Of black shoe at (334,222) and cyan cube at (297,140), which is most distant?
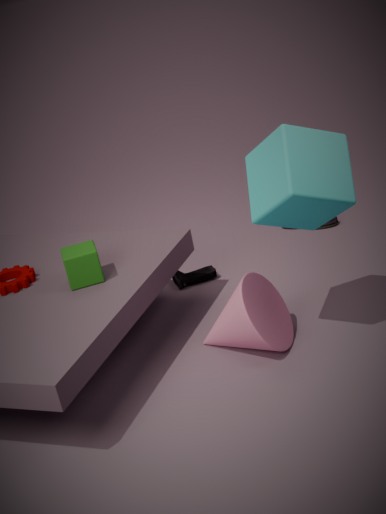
black shoe at (334,222)
